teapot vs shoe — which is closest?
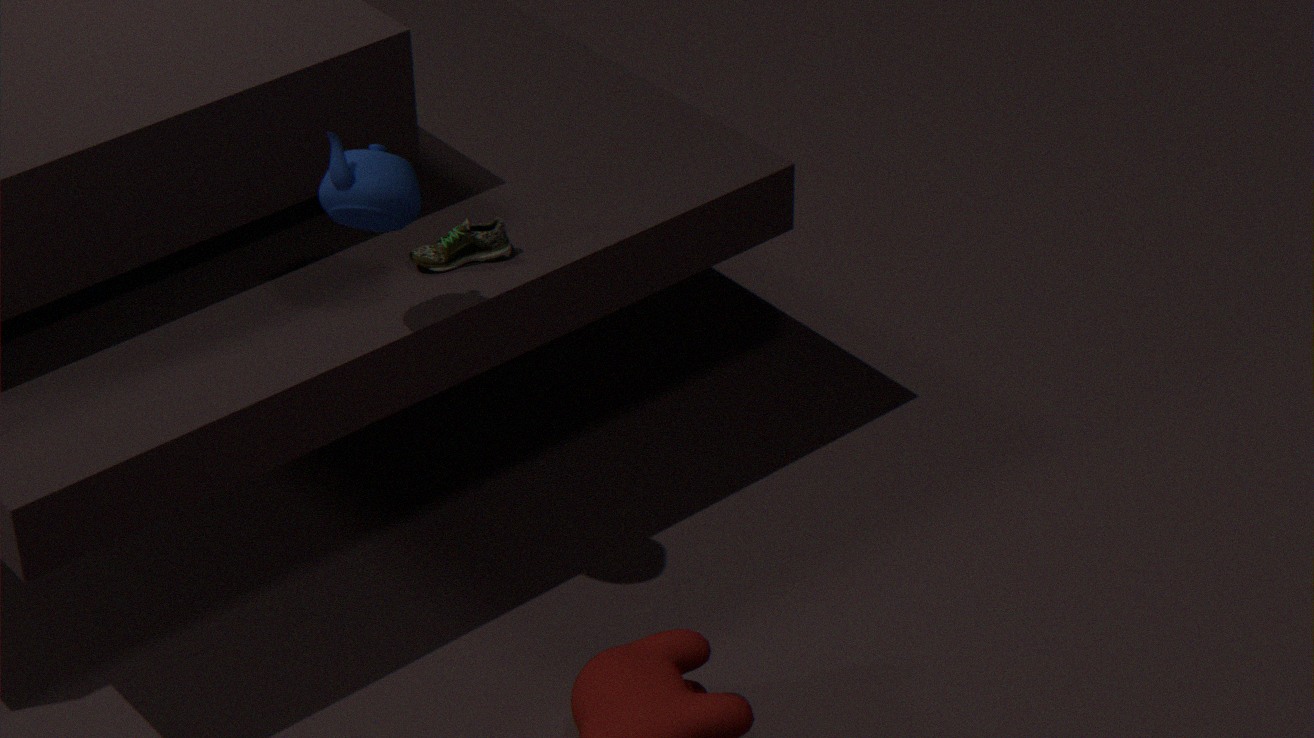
teapot
